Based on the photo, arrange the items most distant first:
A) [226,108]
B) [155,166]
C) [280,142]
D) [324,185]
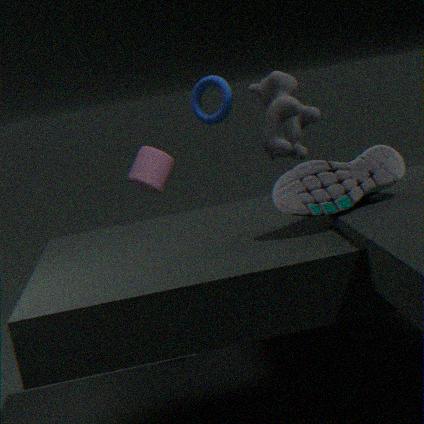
[226,108] < [280,142] < [155,166] < [324,185]
